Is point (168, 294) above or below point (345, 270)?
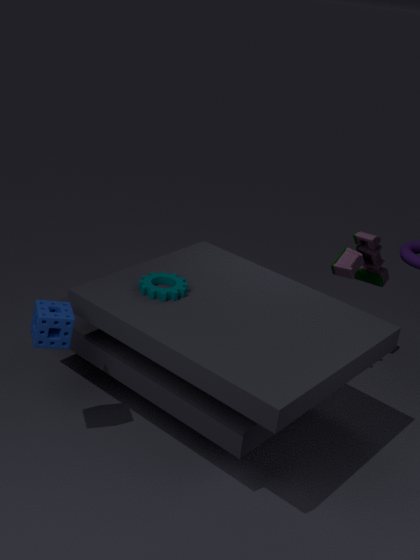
above
